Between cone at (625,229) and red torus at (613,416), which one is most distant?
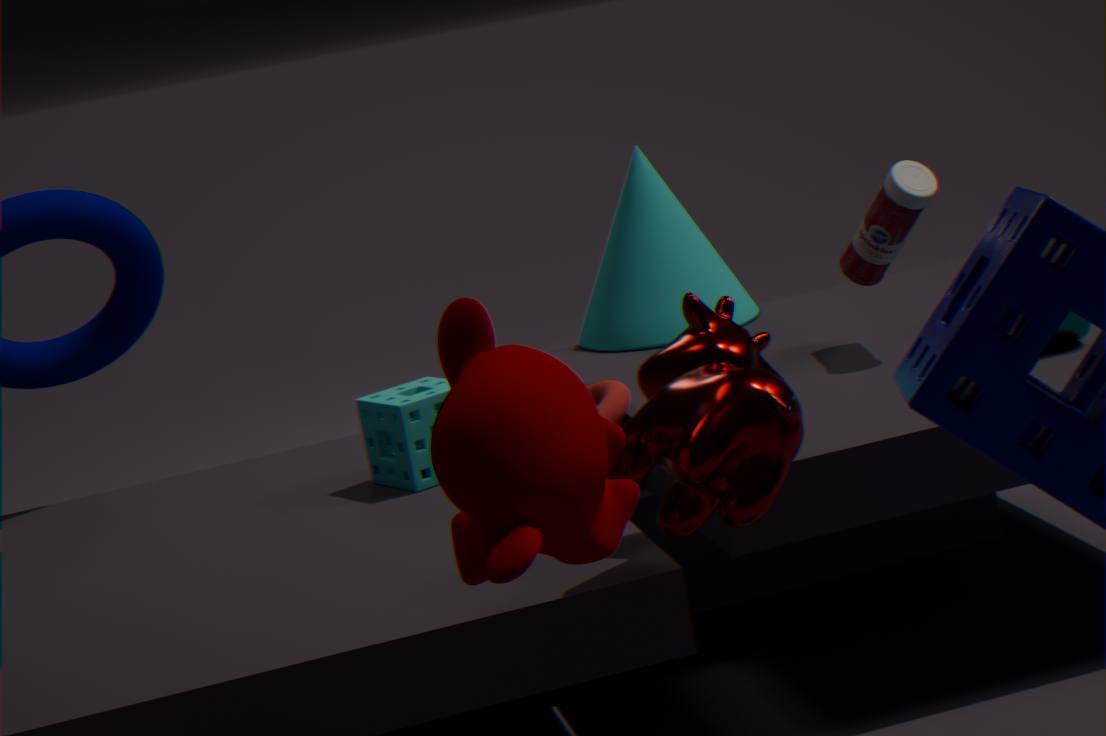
cone at (625,229)
